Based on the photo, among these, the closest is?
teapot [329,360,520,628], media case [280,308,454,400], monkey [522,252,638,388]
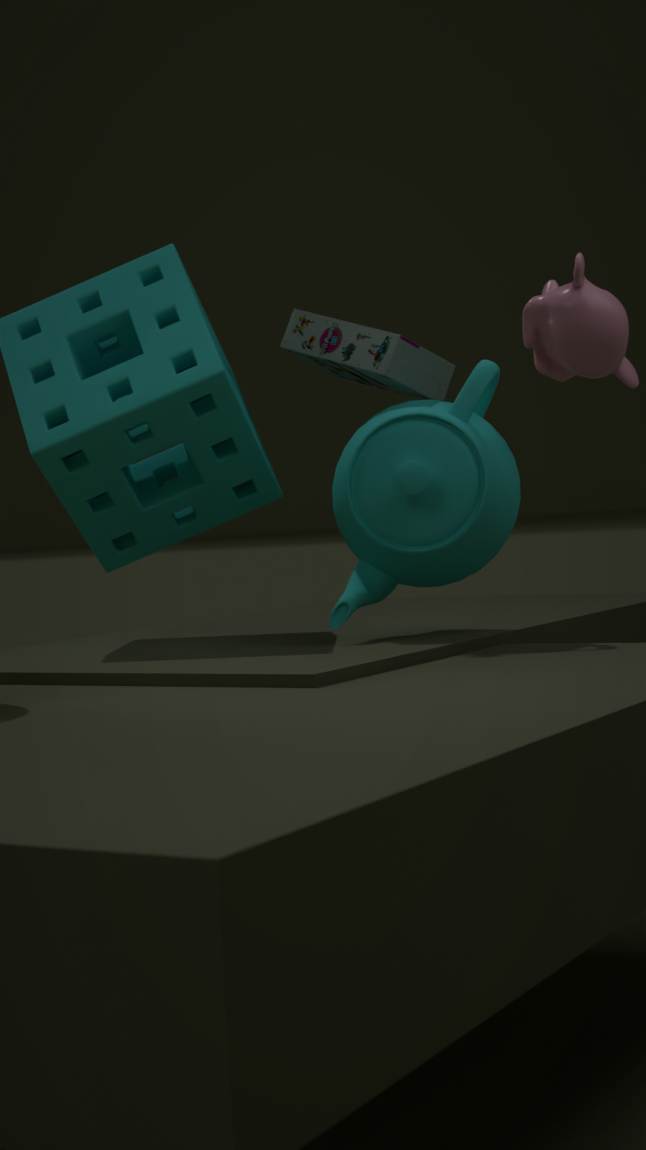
monkey [522,252,638,388]
